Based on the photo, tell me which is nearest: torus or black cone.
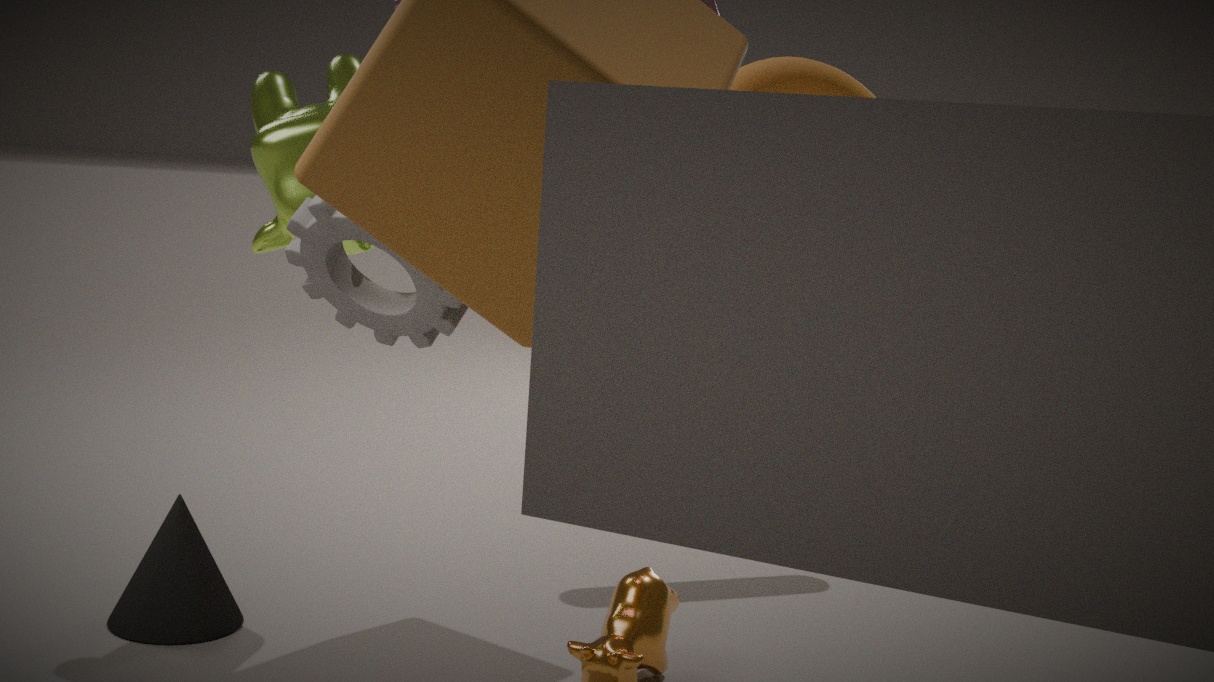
black cone
